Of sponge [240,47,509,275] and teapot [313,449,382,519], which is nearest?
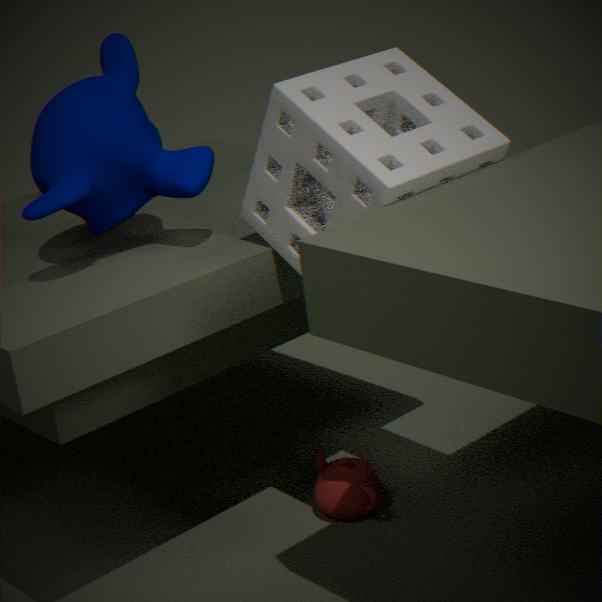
sponge [240,47,509,275]
